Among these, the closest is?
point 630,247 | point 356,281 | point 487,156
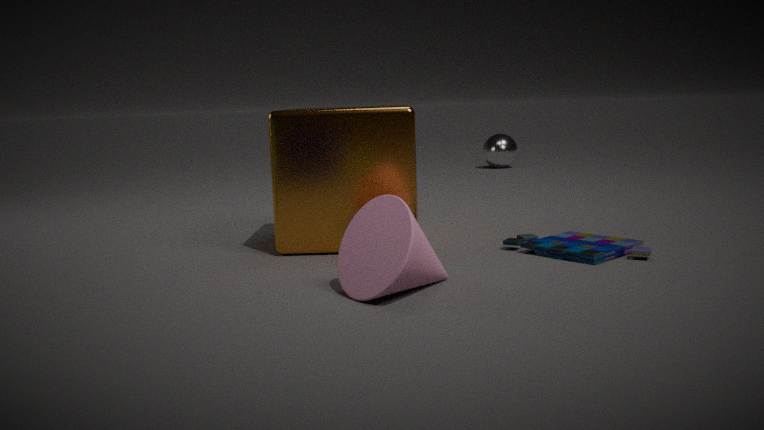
point 356,281
